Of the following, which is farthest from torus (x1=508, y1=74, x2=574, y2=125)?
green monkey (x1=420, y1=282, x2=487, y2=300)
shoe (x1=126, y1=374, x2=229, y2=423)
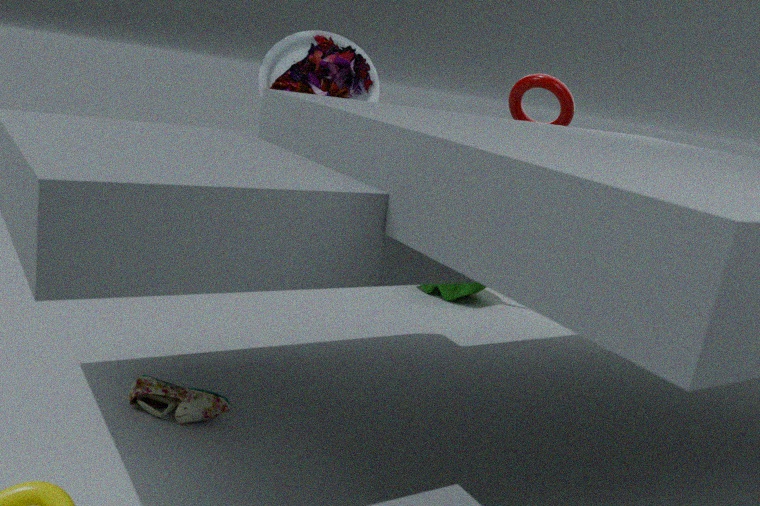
shoe (x1=126, y1=374, x2=229, y2=423)
